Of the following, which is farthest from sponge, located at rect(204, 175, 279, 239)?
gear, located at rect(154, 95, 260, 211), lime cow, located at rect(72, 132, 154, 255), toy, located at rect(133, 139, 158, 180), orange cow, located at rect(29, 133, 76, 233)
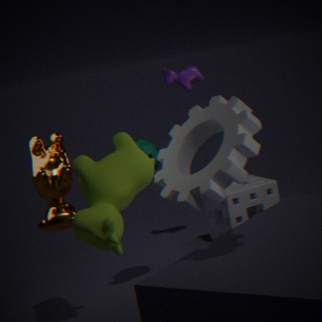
lime cow, located at rect(72, 132, 154, 255)
